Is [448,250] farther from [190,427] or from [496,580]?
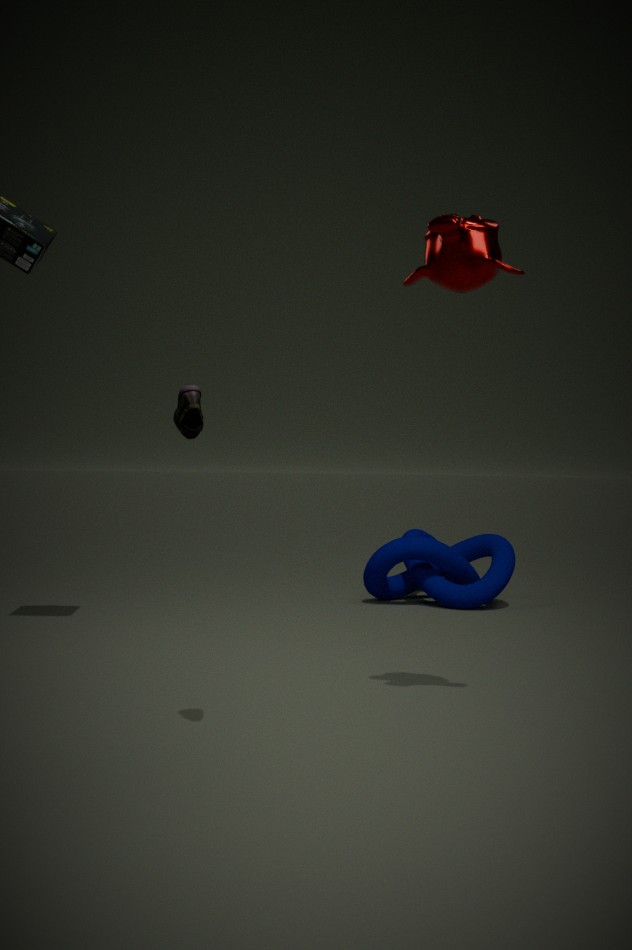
[496,580]
